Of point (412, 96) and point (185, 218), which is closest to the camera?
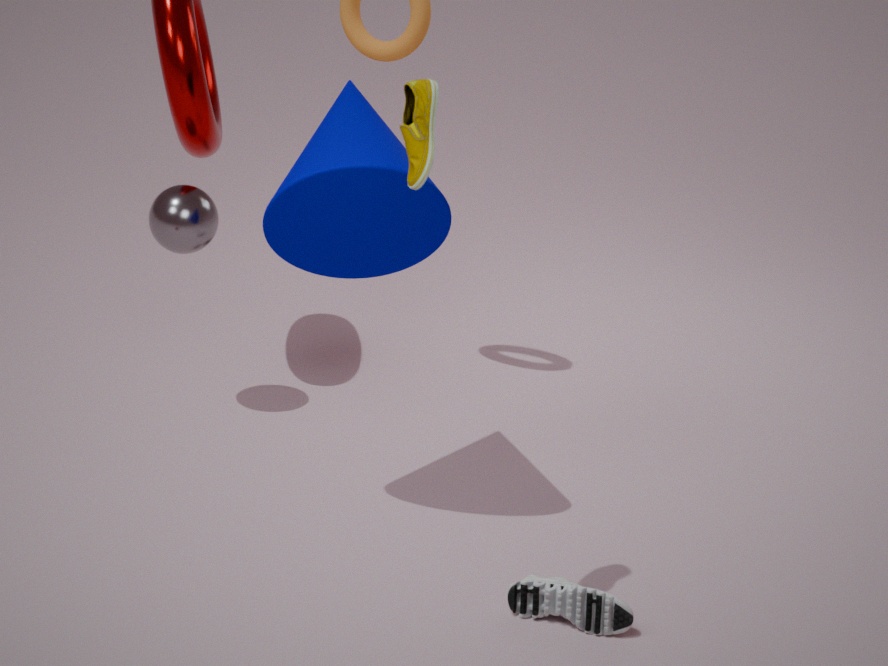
point (412, 96)
